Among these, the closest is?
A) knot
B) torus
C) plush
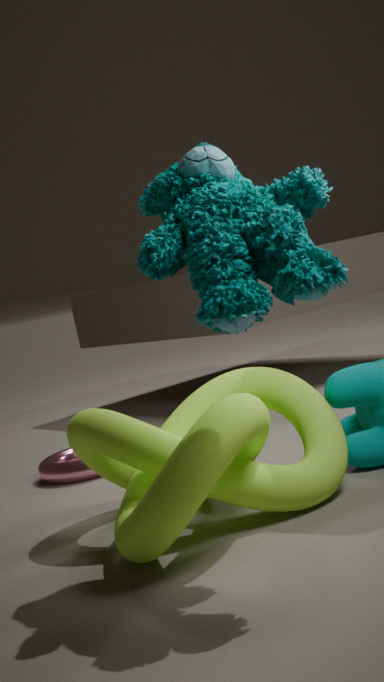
C. plush
